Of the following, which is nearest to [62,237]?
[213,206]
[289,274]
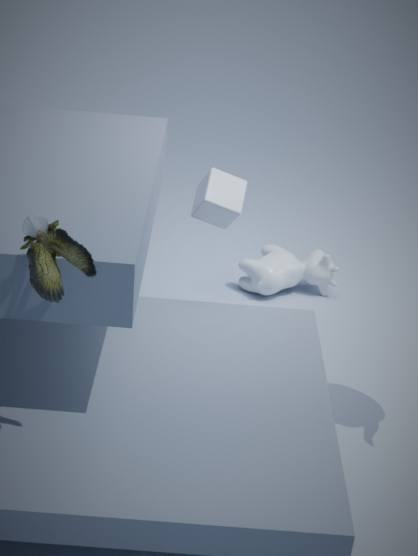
[213,206]
